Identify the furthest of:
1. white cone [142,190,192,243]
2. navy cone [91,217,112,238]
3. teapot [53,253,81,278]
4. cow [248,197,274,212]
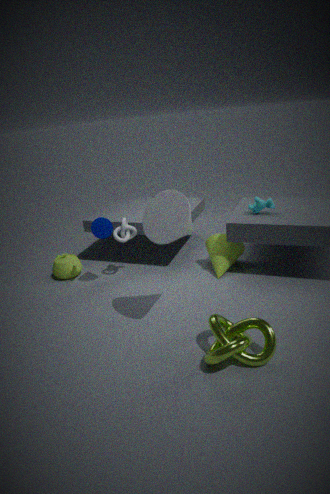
teapot [53,253,81,278]
